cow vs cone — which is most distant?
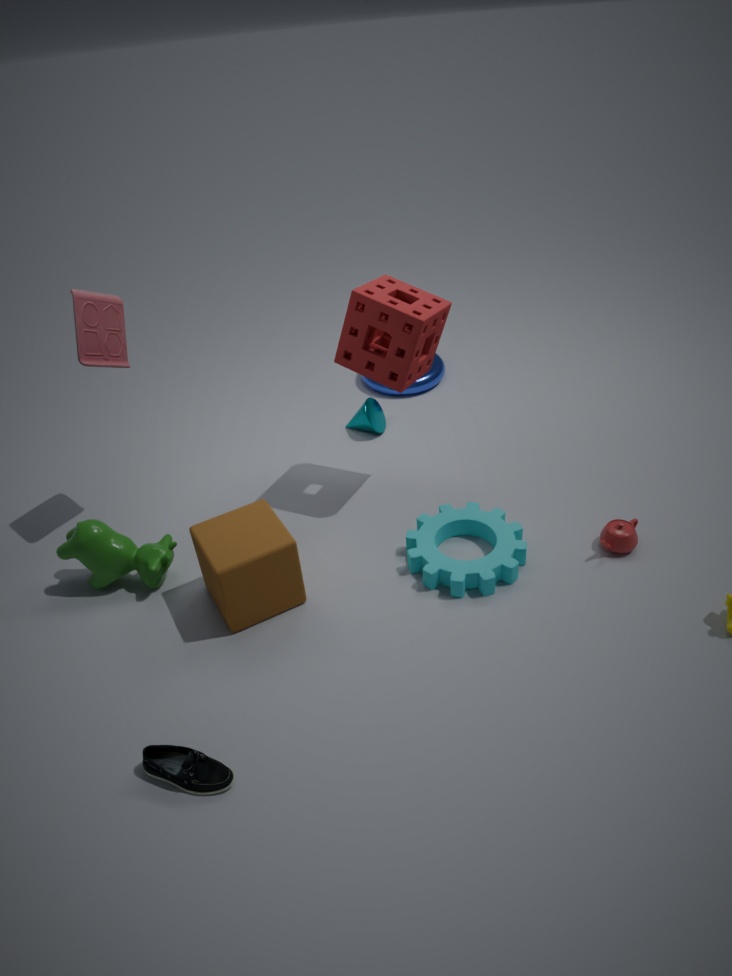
cone
